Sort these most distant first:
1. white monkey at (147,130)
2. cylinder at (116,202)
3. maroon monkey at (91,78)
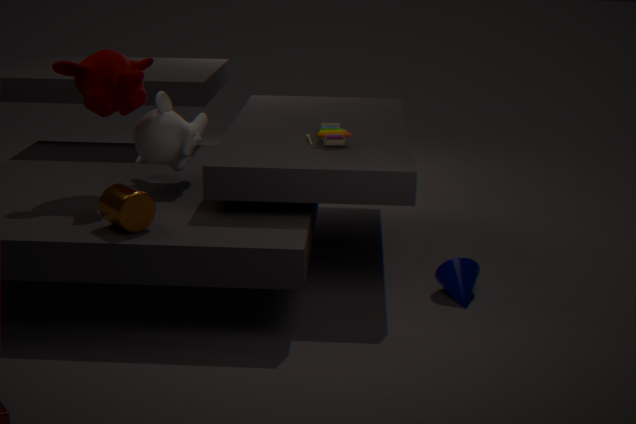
1. white monkey at (147,130)
2. maroon monkey at (91,78)
3. cylinder at (116,202)
